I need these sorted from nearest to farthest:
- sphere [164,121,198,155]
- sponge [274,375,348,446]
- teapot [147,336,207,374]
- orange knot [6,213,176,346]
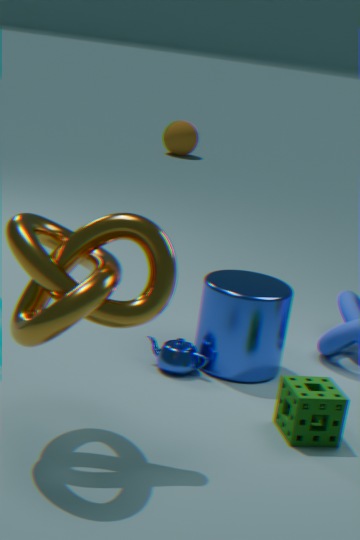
orange knot [6,213,176,346] < sponge [274,375,348,446] < teapot [147,336,207,374] < sphere [164,121,198,155]
